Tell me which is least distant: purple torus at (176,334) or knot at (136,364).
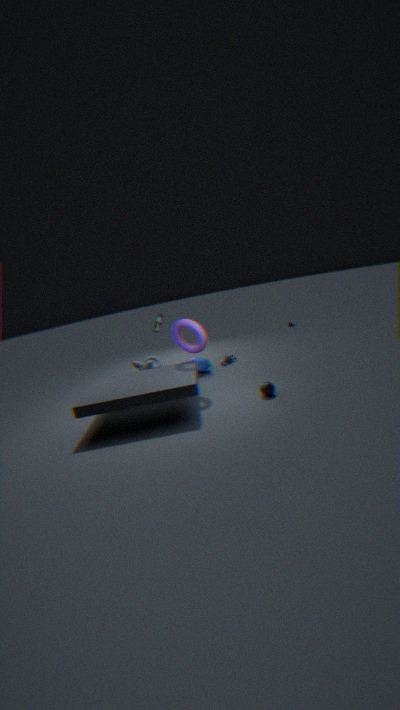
purple torus at (176,334)
